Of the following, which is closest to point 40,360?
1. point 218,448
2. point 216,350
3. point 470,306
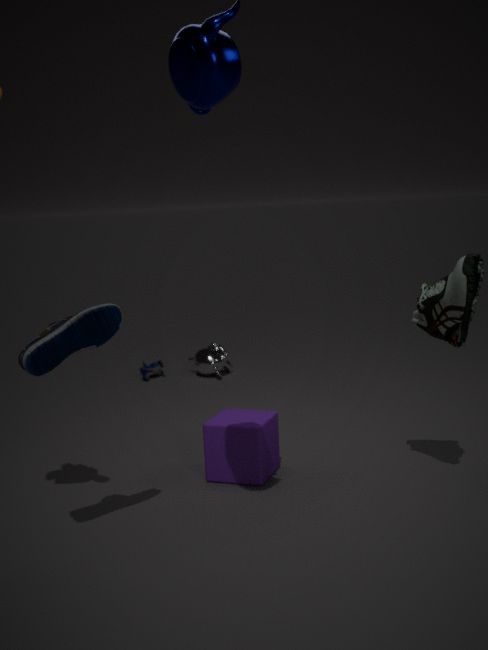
point 218,448
